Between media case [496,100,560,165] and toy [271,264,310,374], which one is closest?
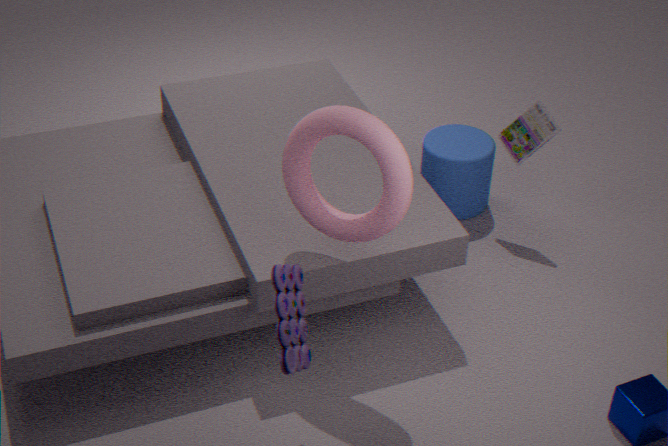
toy [271,264,310,374]
